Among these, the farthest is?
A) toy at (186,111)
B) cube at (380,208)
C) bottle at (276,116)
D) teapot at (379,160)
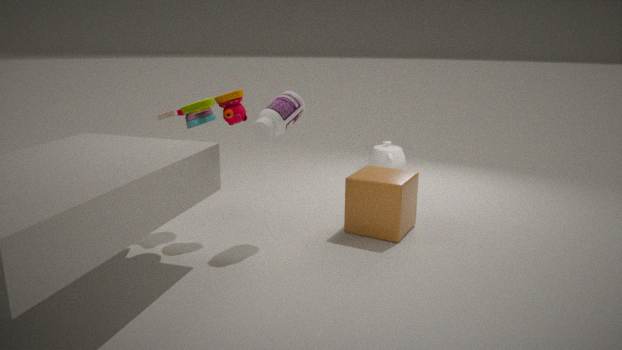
teapot at (379,160)
